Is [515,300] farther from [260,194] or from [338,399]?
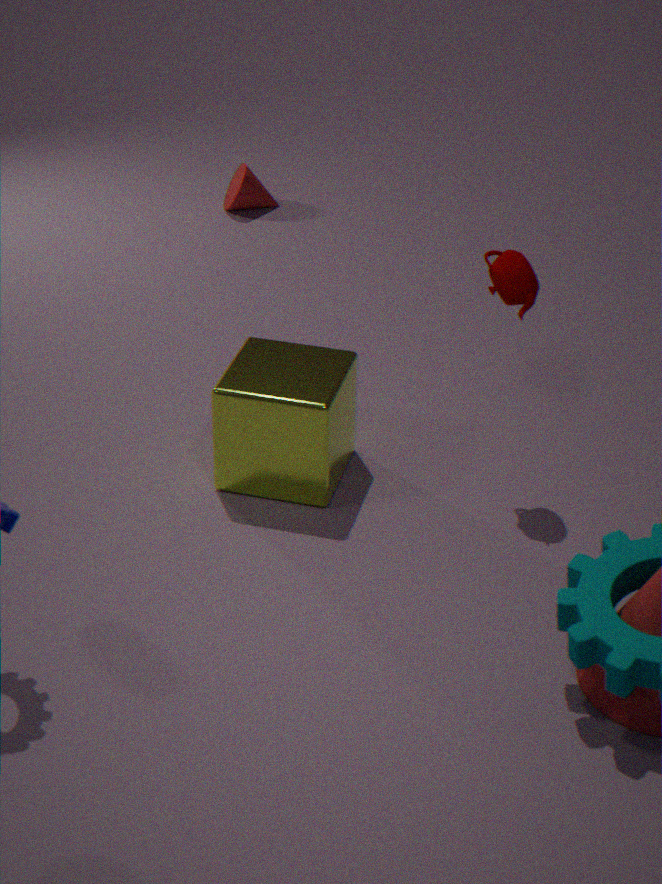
[260,194]
